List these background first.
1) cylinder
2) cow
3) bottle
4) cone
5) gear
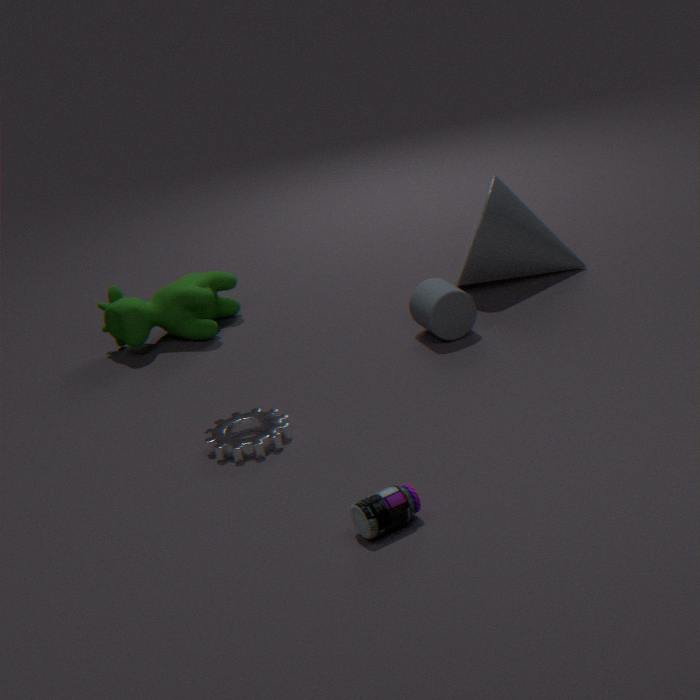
2. cow, 4. cone, 1. cylinder, 5. gear, 3. bottle
